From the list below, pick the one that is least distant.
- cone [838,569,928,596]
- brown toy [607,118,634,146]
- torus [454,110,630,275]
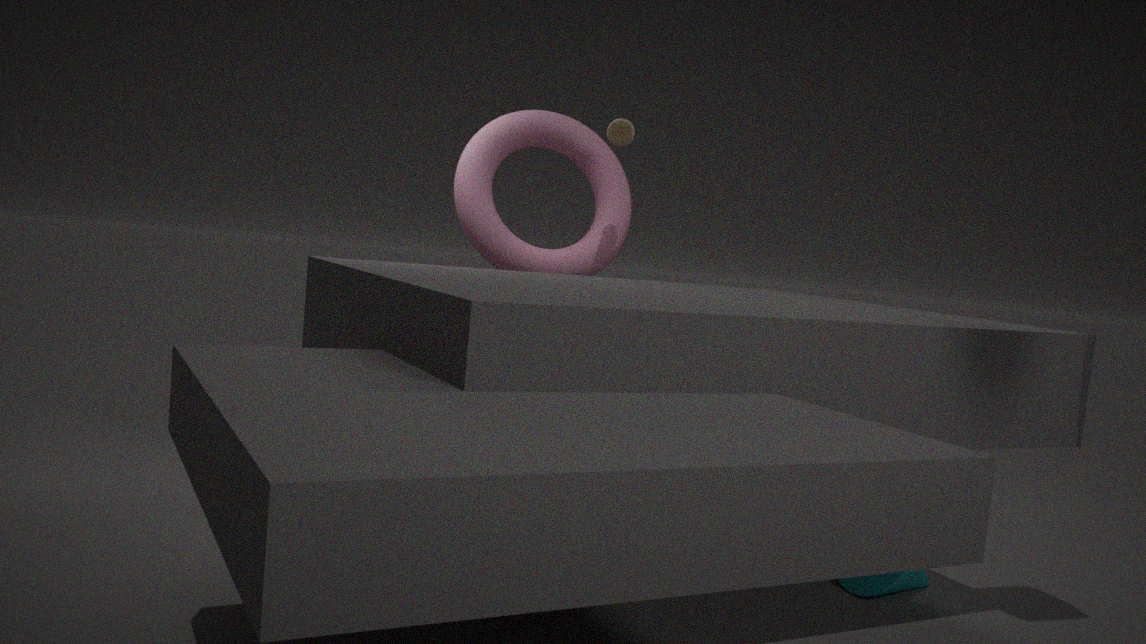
cone [838,569,928,596]
